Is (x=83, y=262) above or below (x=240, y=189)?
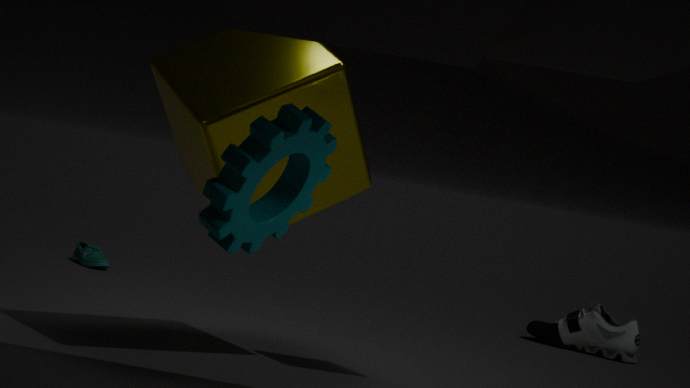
below
